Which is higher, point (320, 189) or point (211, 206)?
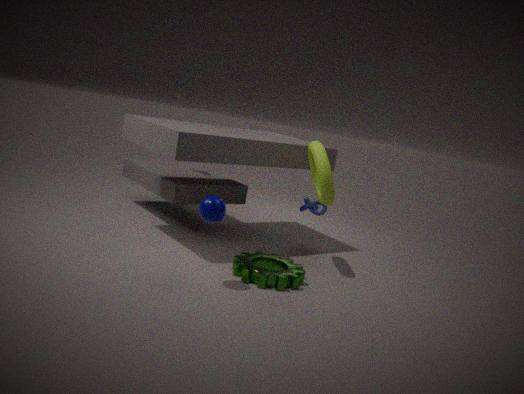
point (320, 189)
